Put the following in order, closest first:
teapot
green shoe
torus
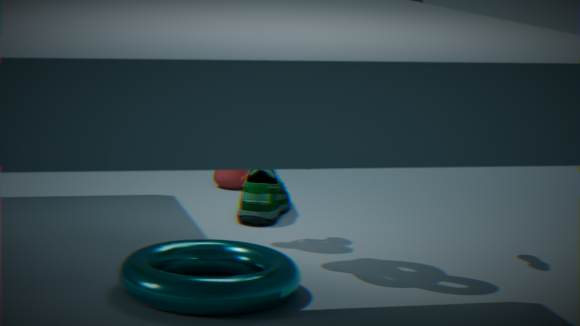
torus < green shoe < teapot
